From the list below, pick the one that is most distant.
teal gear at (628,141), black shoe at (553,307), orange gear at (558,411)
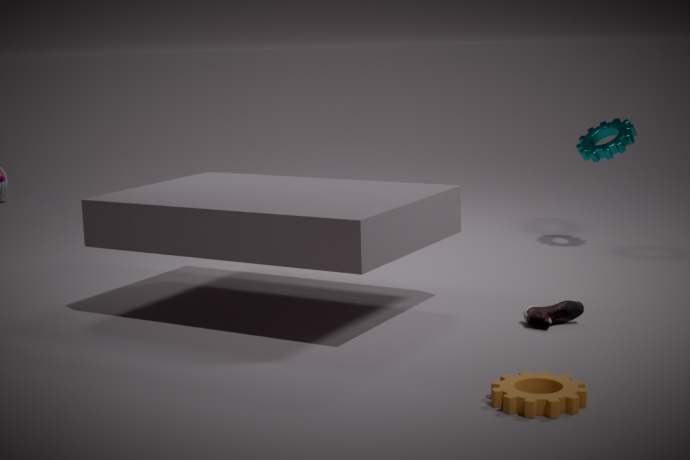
teal gear at (628,141)
